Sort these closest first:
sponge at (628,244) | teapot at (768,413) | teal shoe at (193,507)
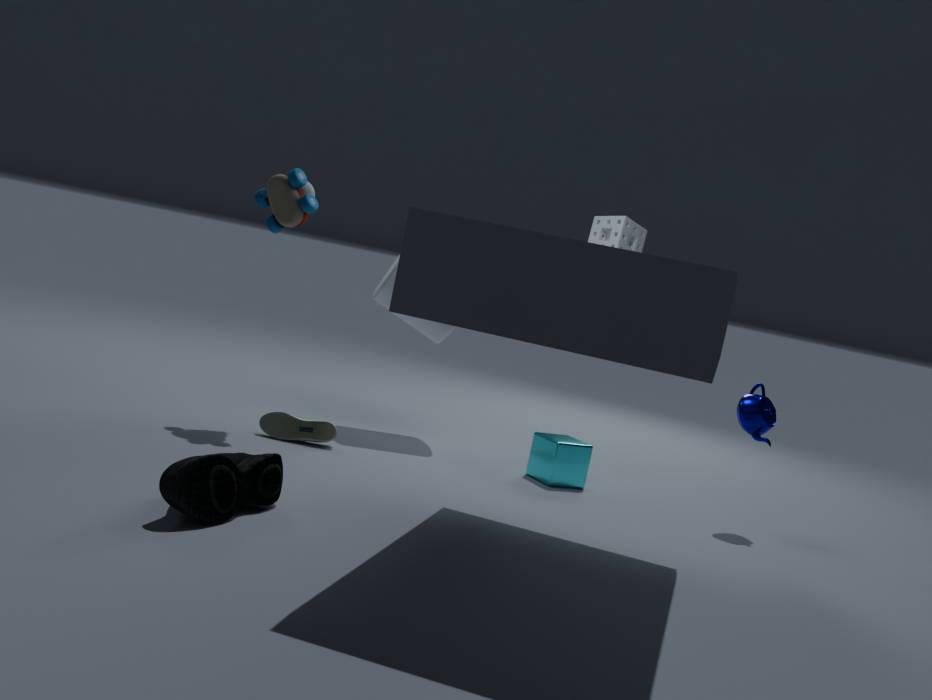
teal shoe at (193,507) → teapot at (768,413) → sponge at (628,244)
